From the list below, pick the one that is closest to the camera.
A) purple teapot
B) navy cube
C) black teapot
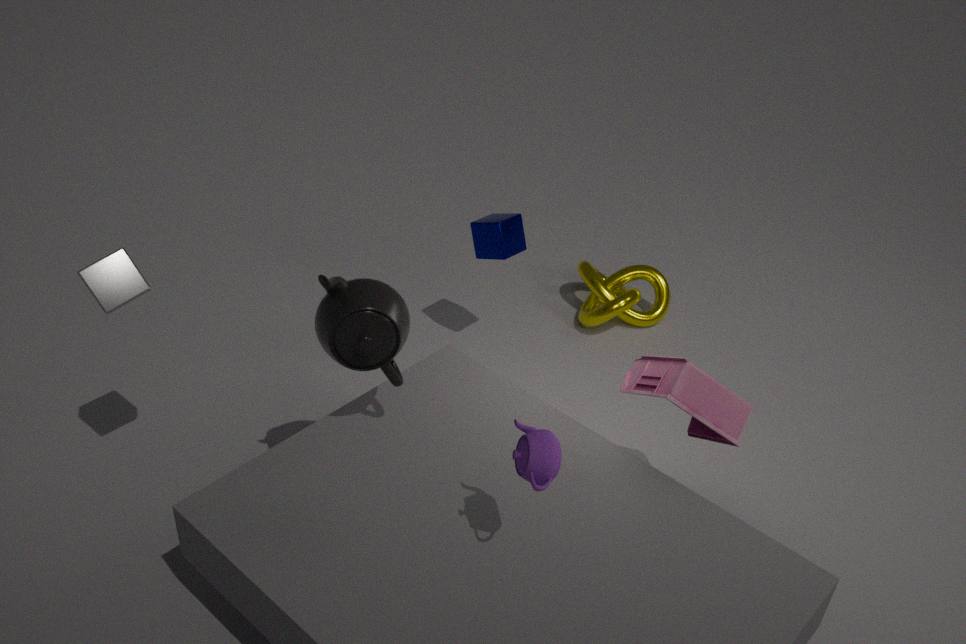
purple teapot
